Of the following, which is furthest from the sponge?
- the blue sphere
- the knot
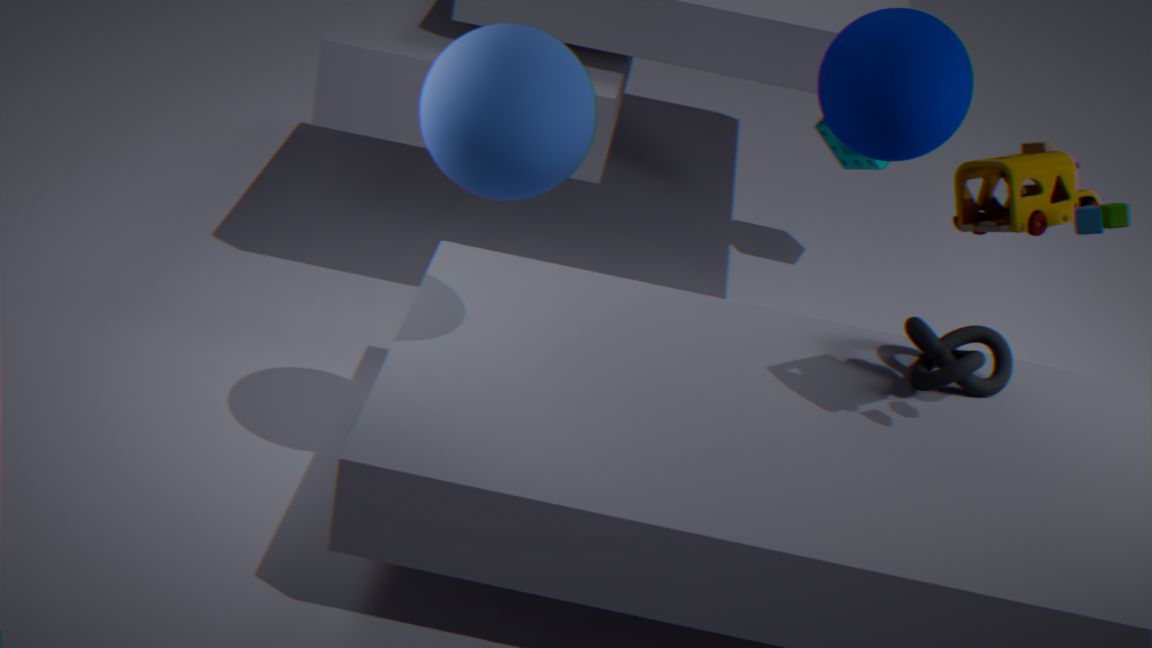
the blue sphere
